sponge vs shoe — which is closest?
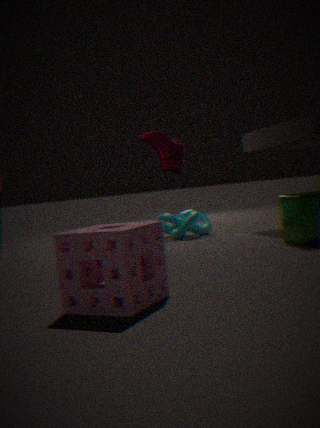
sponge
